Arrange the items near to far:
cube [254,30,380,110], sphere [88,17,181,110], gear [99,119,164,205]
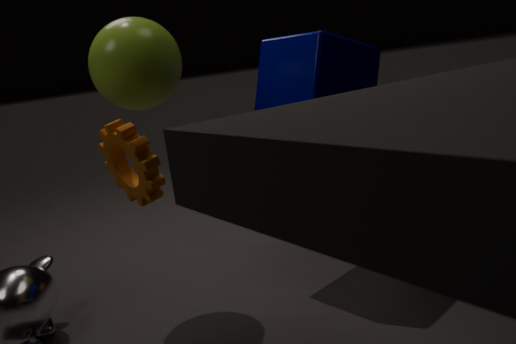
gear [99,119,164,205] < sphere [88,17,181,110] < cube [254,30,380,110]
